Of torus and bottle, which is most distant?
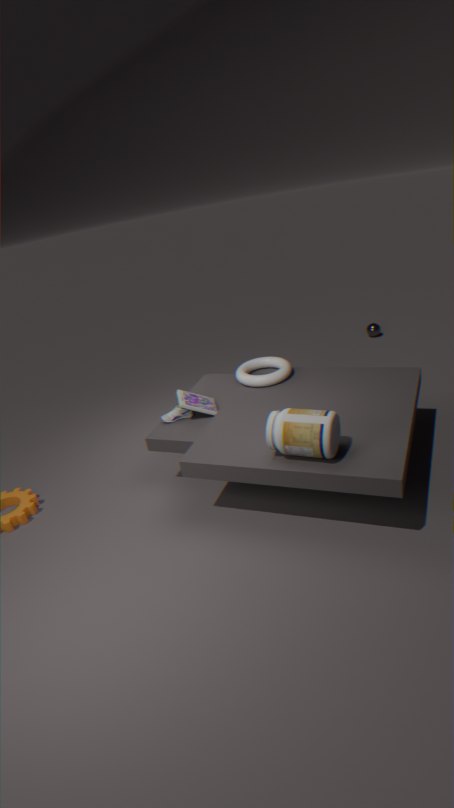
torus
